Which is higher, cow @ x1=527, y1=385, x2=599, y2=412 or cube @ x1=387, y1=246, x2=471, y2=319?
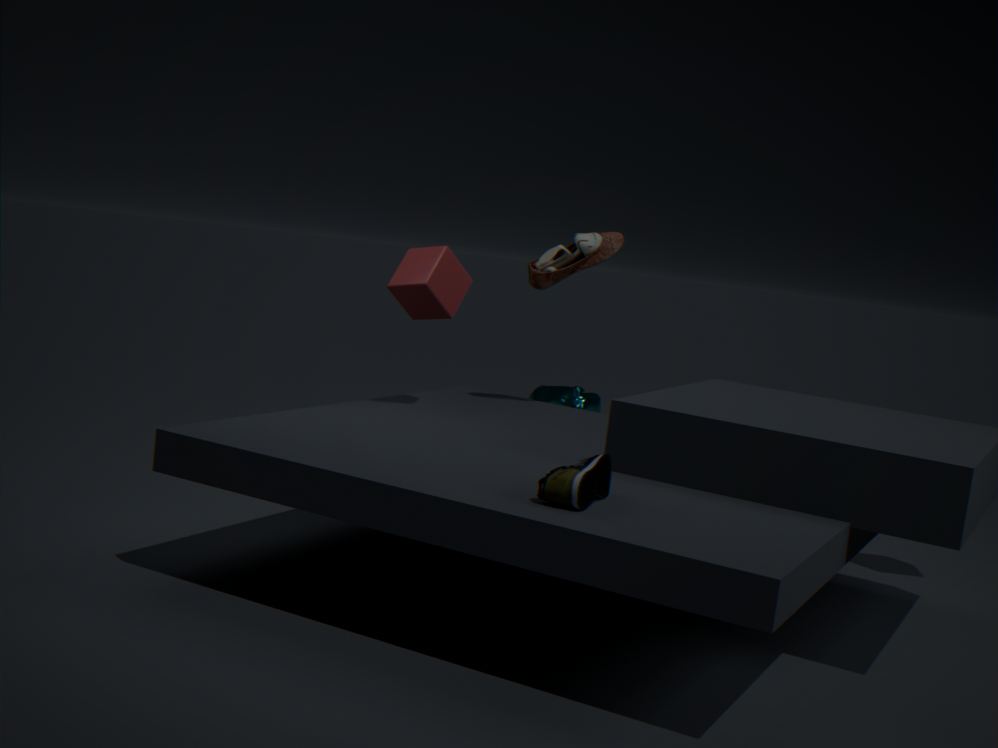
cube @ x1=387, y1=246, x2=471, y2=319
